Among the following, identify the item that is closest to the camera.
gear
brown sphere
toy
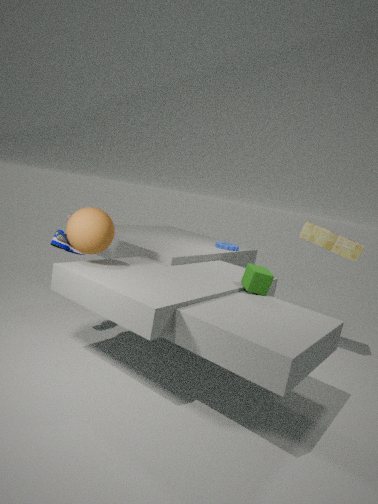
brown sphere
